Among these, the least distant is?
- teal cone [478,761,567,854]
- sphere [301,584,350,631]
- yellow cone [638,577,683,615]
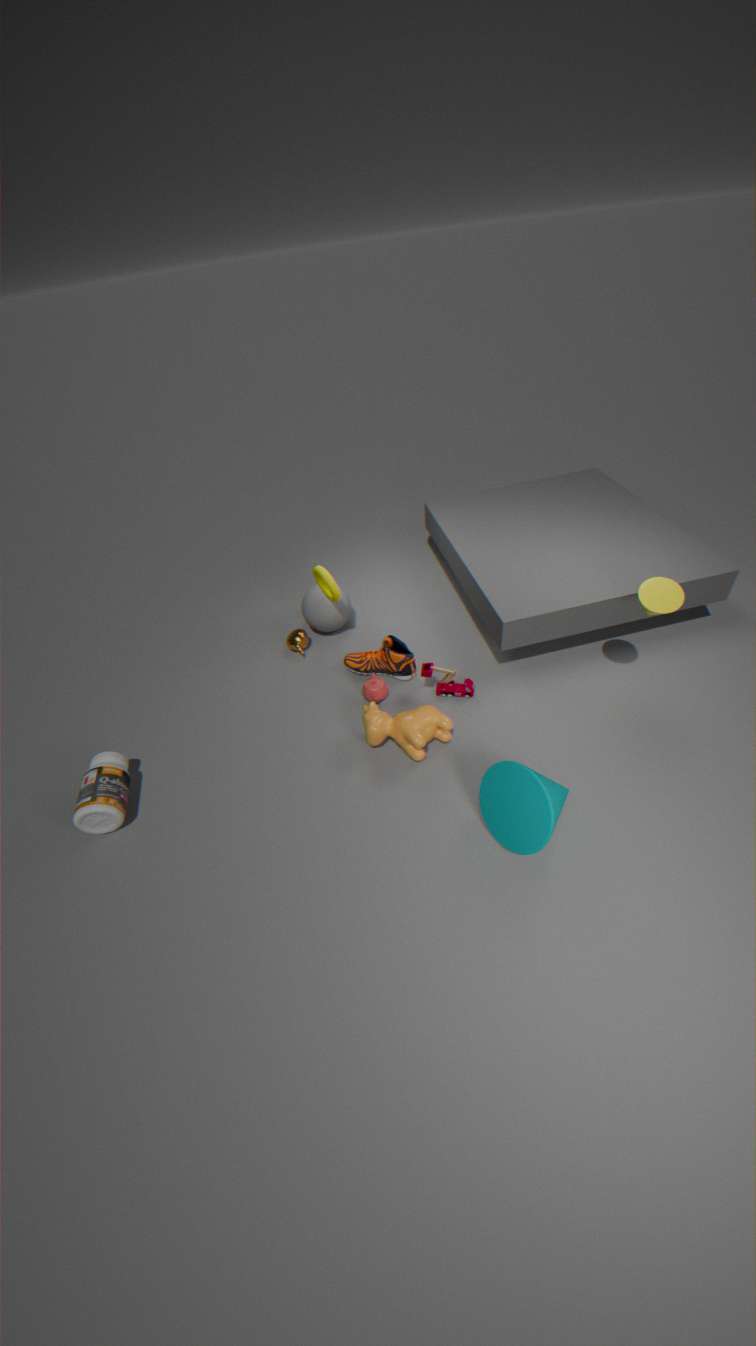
teal cone [478,761,567,854]
